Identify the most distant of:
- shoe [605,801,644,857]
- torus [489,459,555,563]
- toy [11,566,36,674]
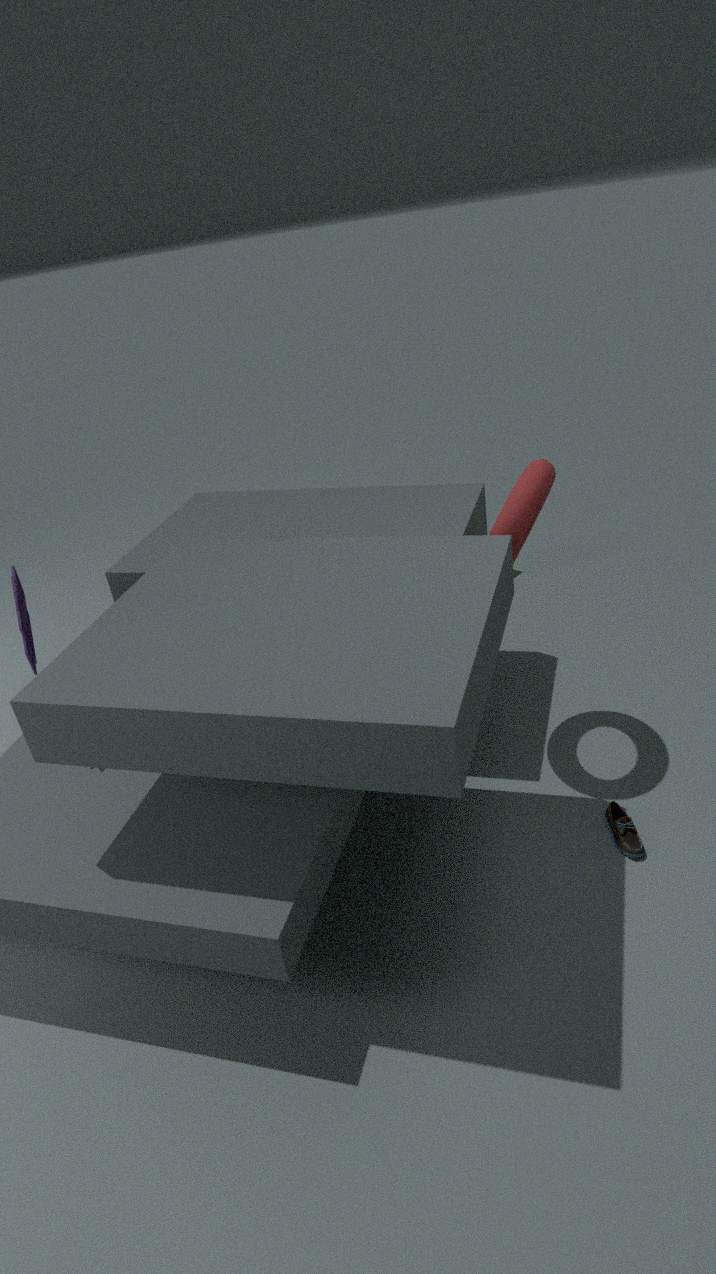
torus [489,459,555,563]
